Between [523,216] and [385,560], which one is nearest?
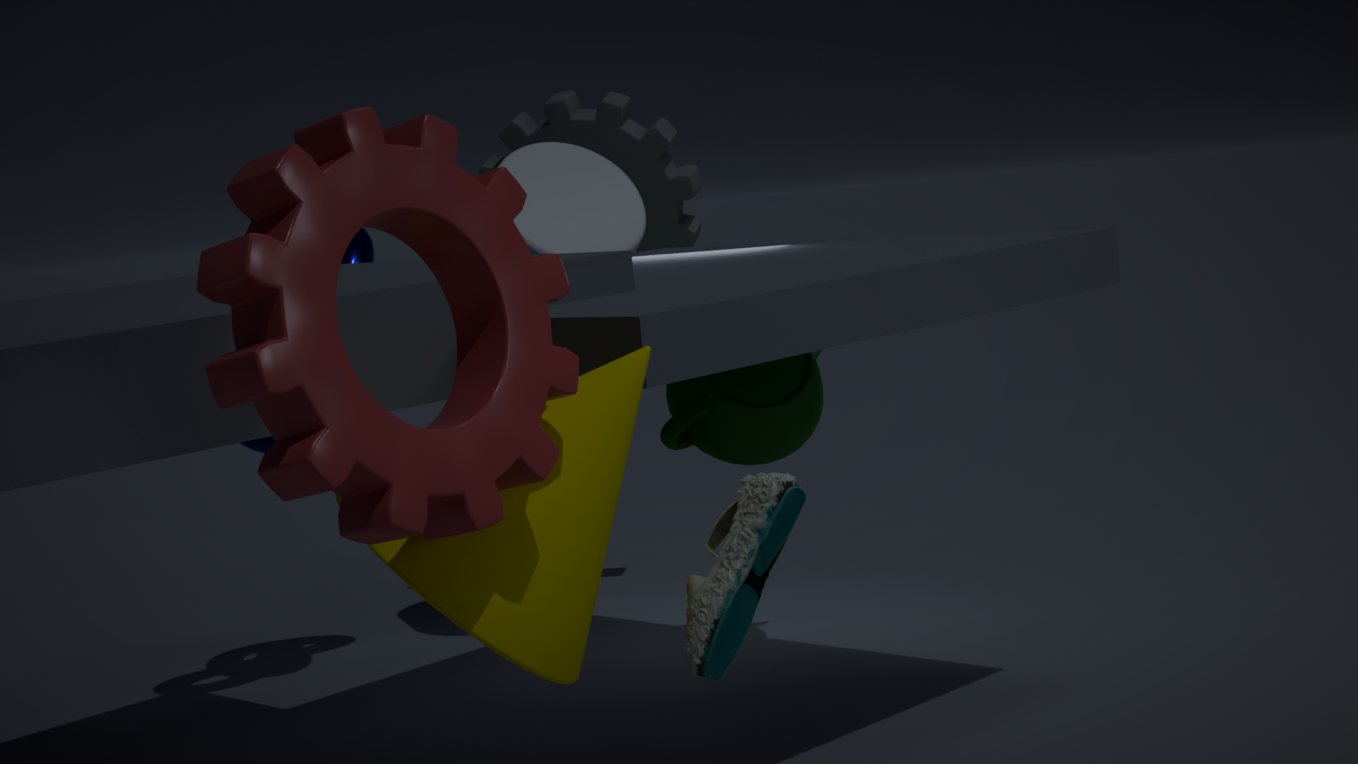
[385,560]
